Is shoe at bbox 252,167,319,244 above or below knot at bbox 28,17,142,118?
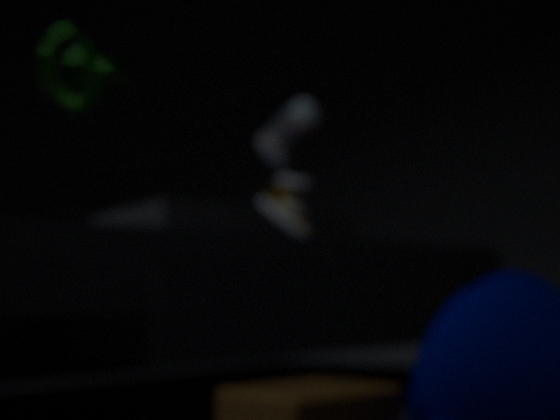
below
